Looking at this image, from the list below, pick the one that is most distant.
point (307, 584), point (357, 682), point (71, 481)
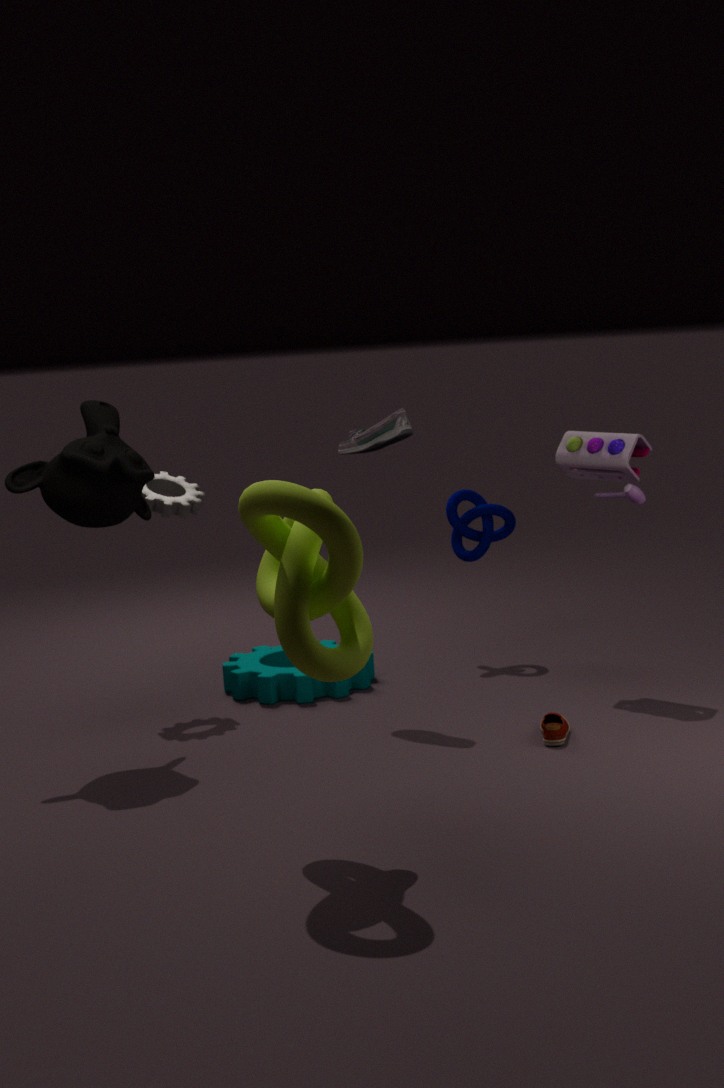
point (357, 682)
